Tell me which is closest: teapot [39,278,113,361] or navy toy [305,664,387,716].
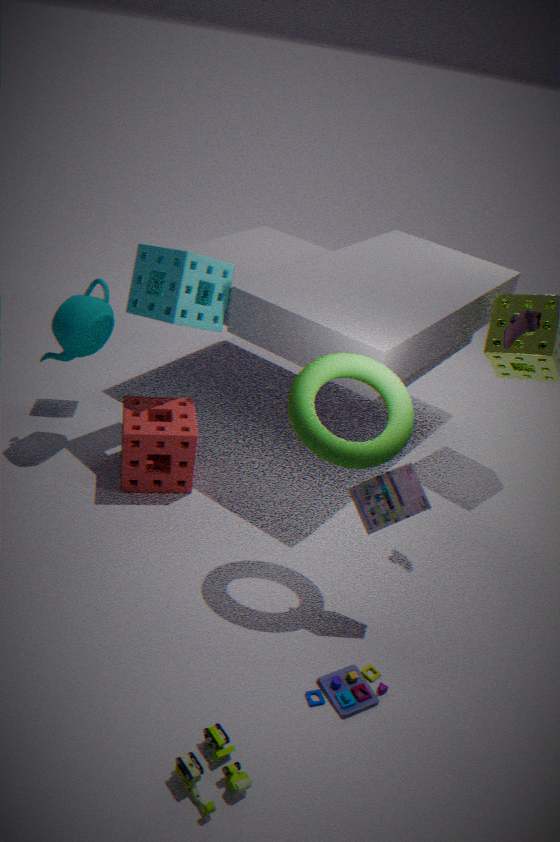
navy toy [305,664,387,716]
